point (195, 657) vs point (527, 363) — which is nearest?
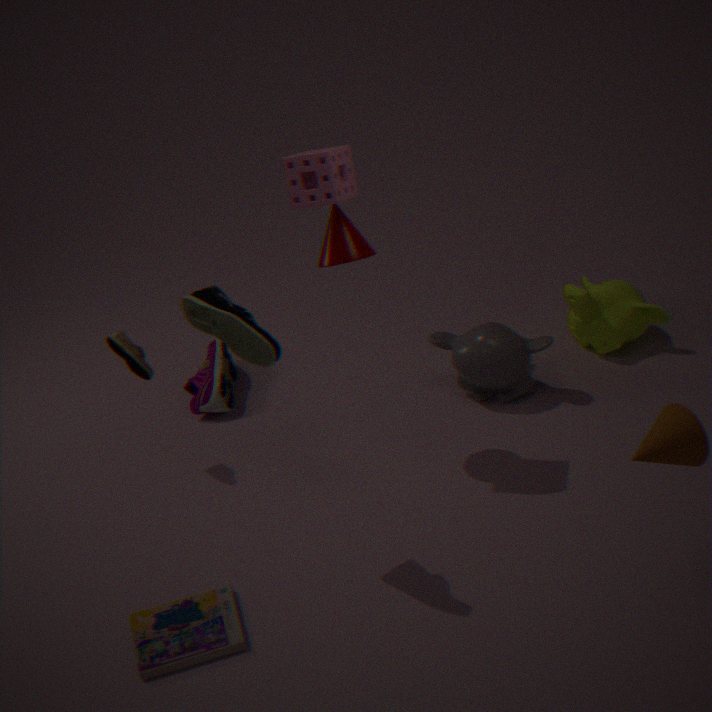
point (195, 657)
